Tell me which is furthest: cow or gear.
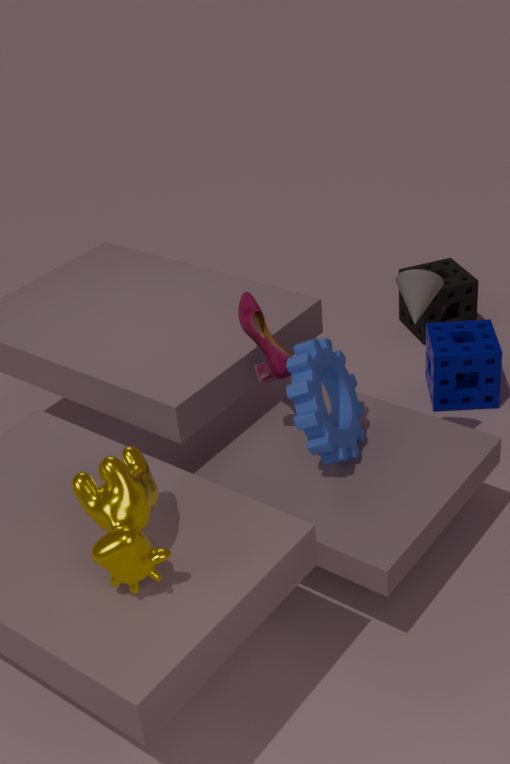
gear
